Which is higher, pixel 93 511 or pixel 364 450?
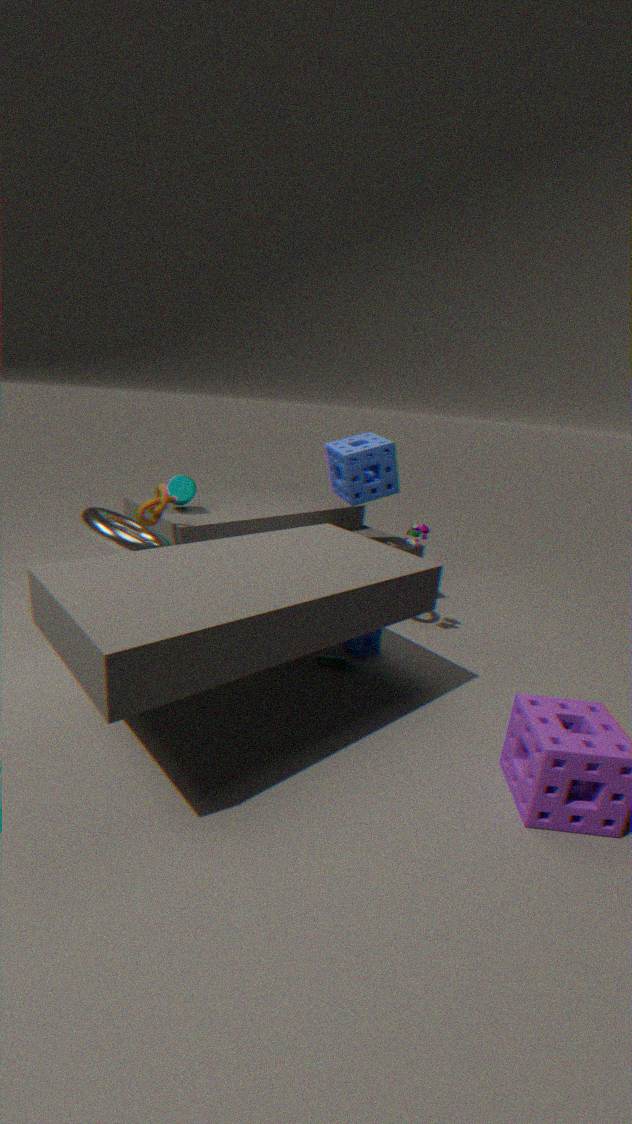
pixel 364 450
